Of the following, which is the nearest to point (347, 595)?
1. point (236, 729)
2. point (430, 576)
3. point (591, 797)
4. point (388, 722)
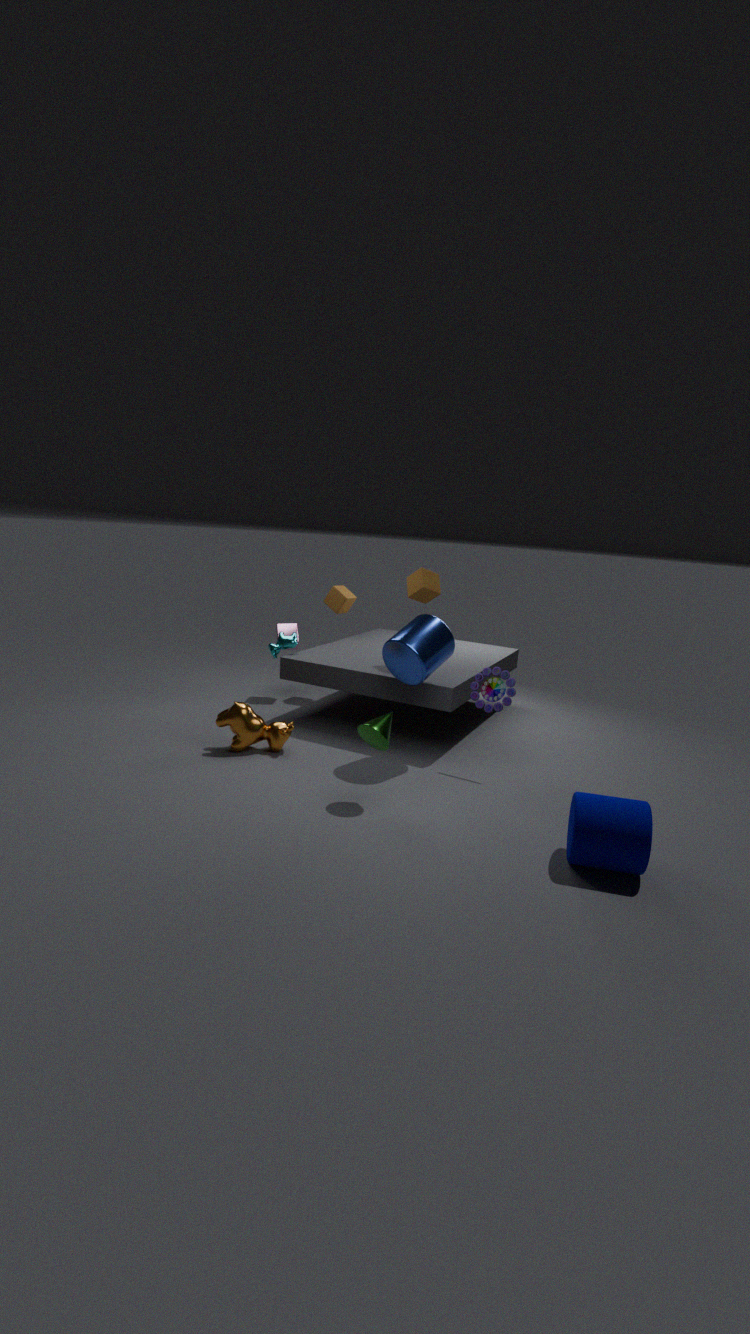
point (430, 576)
